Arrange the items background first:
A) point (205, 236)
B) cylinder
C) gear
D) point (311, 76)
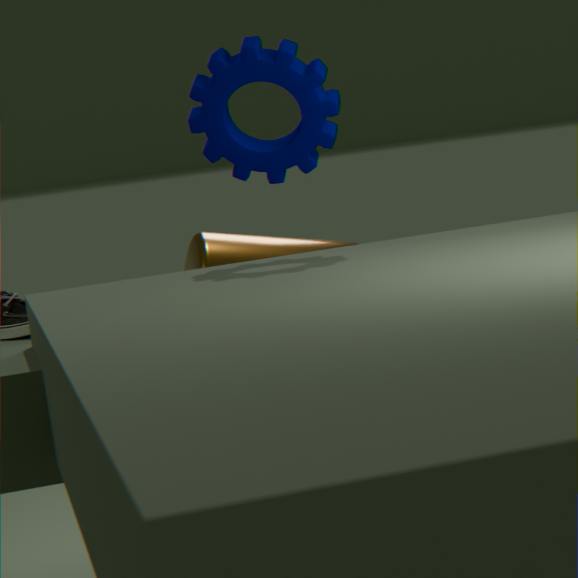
1. point (205, 236)
2. point (311, 76)
3. cylinder
4. gear
